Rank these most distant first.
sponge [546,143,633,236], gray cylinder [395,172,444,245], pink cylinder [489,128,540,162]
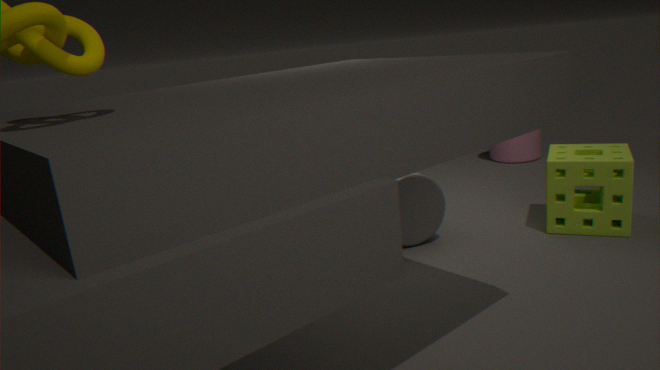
pink cylinder [489,128,540,162] < gray cylinder [395,172,444,245] < sponge [546,143,633,236]
